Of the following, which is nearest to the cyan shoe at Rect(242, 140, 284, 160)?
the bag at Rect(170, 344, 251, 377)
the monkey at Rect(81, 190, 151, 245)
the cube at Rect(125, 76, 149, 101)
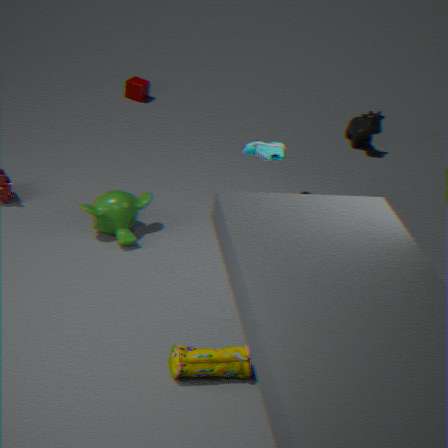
the monkey at Rect(81, 190, 151, 245)
